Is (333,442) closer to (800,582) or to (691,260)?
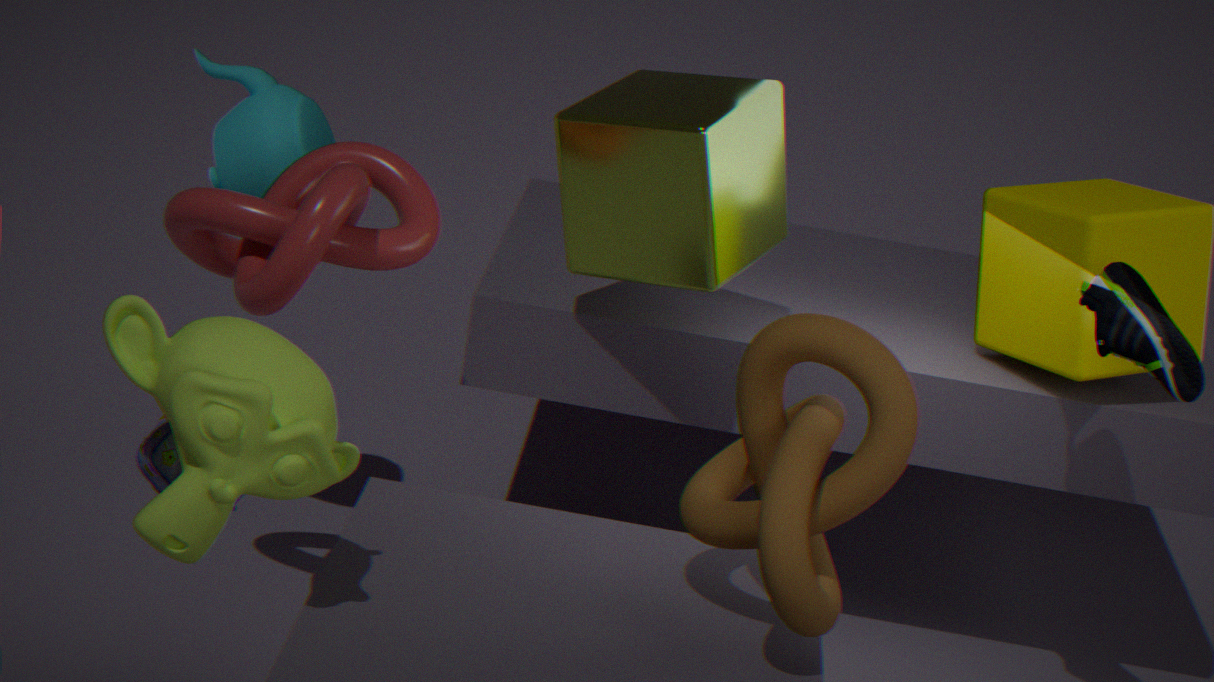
(800,582)
